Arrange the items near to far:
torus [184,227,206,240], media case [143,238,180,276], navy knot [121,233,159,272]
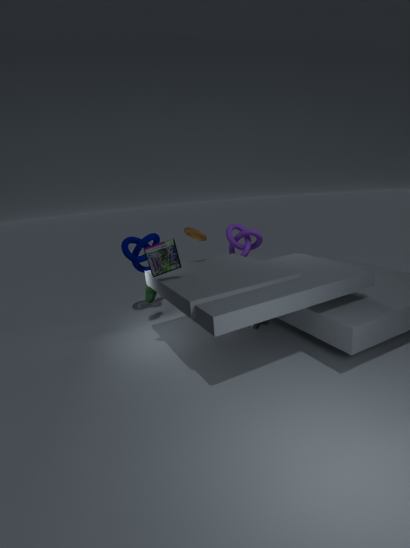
media case [143,238,180,276] → torus [184,227,206,240] → navy knot [121,233,159,272]
